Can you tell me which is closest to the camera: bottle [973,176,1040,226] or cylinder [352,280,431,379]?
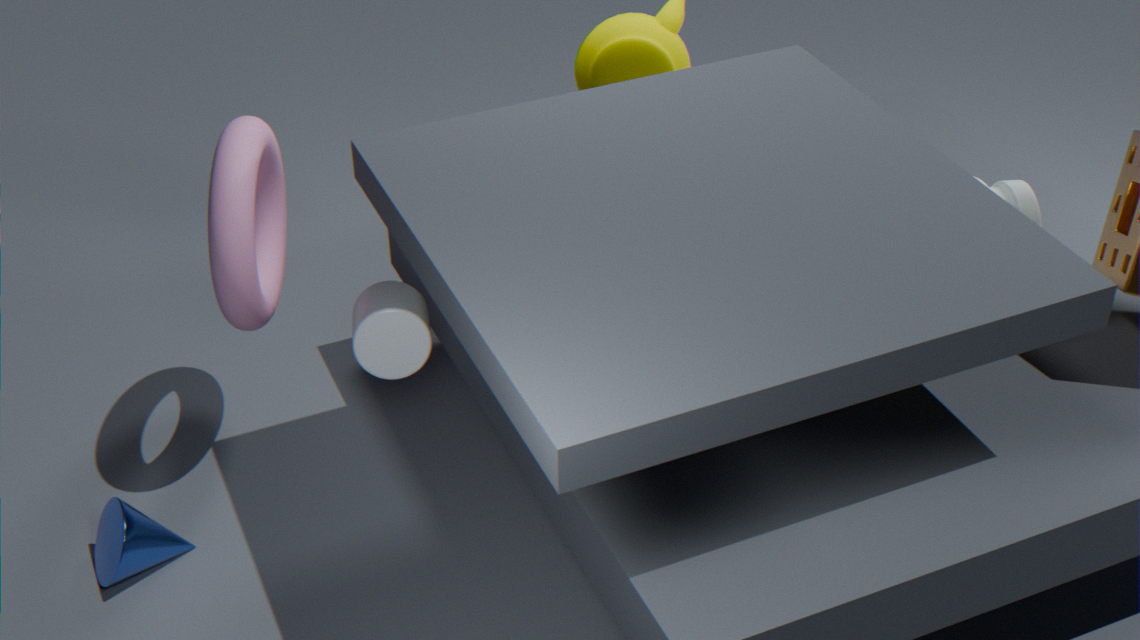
cylinder [352,280,431,379]
